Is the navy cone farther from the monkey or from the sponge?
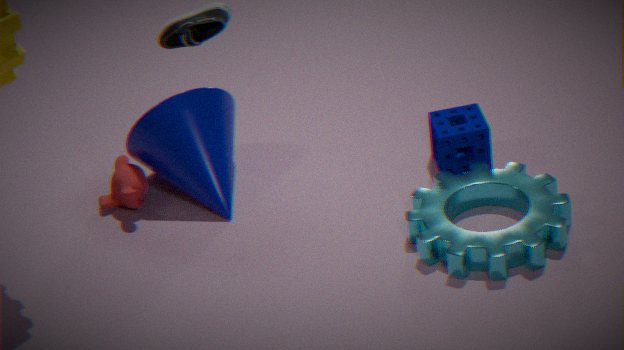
the sponge
